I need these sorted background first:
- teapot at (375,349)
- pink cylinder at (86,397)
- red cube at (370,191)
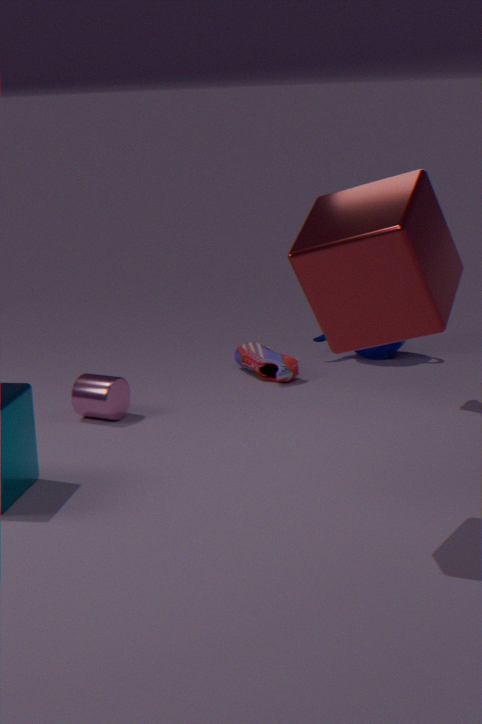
teapot at (375,349), pink cylinder at (86,397), red cube at (370,191)
